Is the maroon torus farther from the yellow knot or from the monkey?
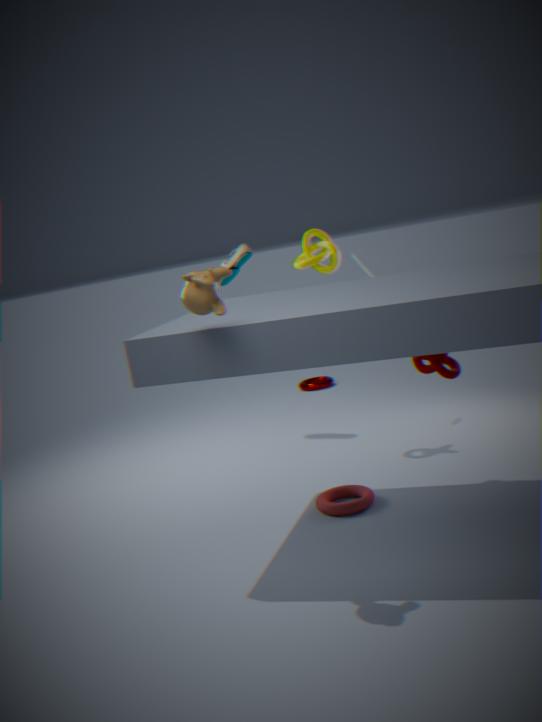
the monkey
